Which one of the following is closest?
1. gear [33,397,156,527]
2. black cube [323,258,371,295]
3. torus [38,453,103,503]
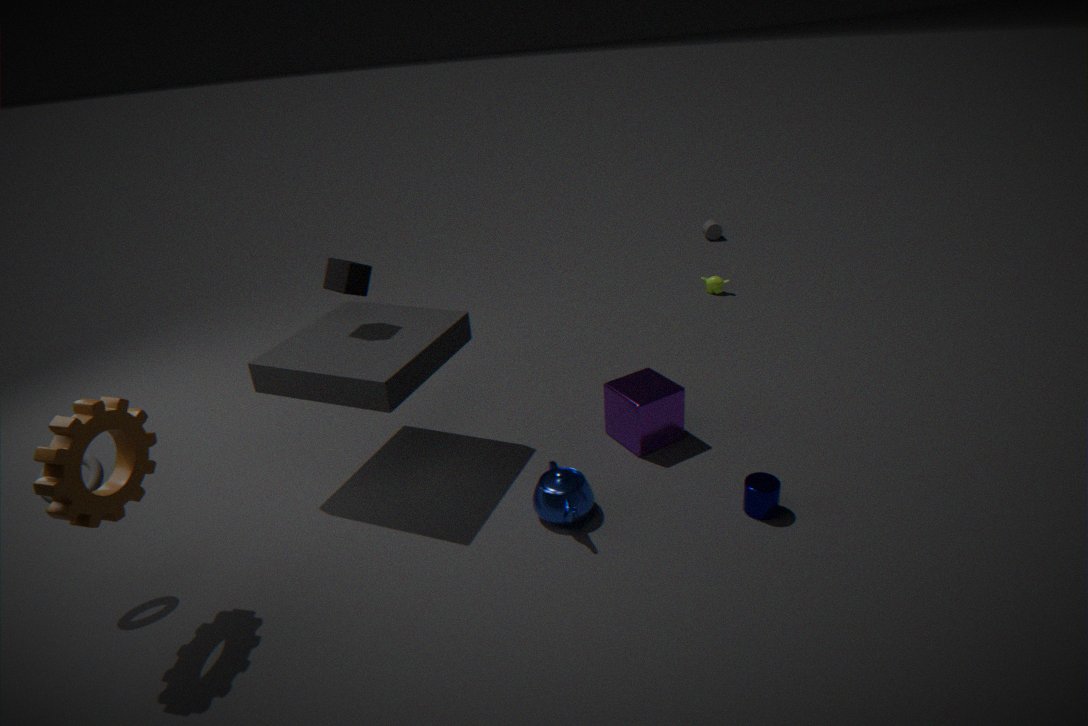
gear [33,397,156,527]
